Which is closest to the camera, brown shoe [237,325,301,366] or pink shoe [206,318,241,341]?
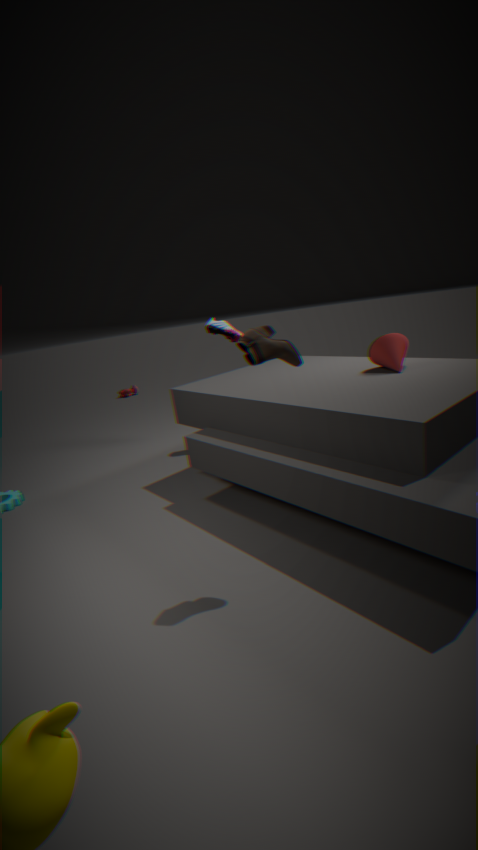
brown shoe [237,325,301,366]
